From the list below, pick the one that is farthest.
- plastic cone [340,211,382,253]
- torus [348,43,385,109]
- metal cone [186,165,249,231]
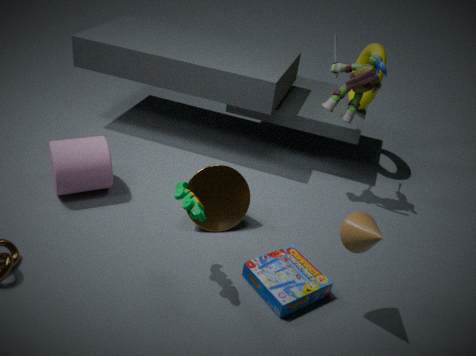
torus [348,43,385,109]
